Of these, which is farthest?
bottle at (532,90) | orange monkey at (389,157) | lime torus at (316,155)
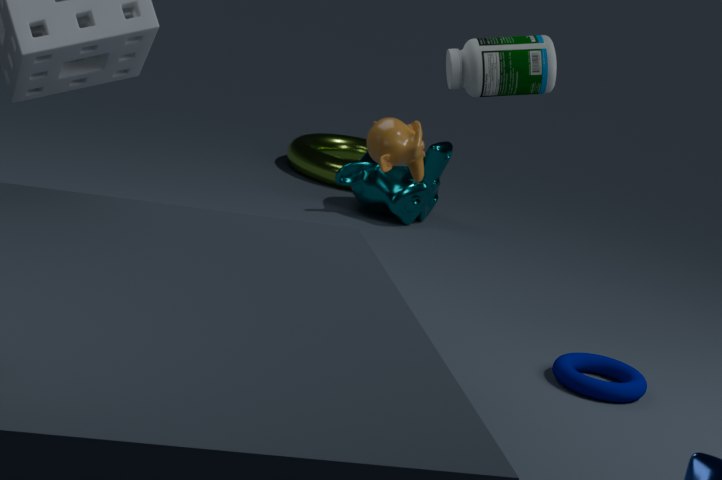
lime torus at (316,155)
